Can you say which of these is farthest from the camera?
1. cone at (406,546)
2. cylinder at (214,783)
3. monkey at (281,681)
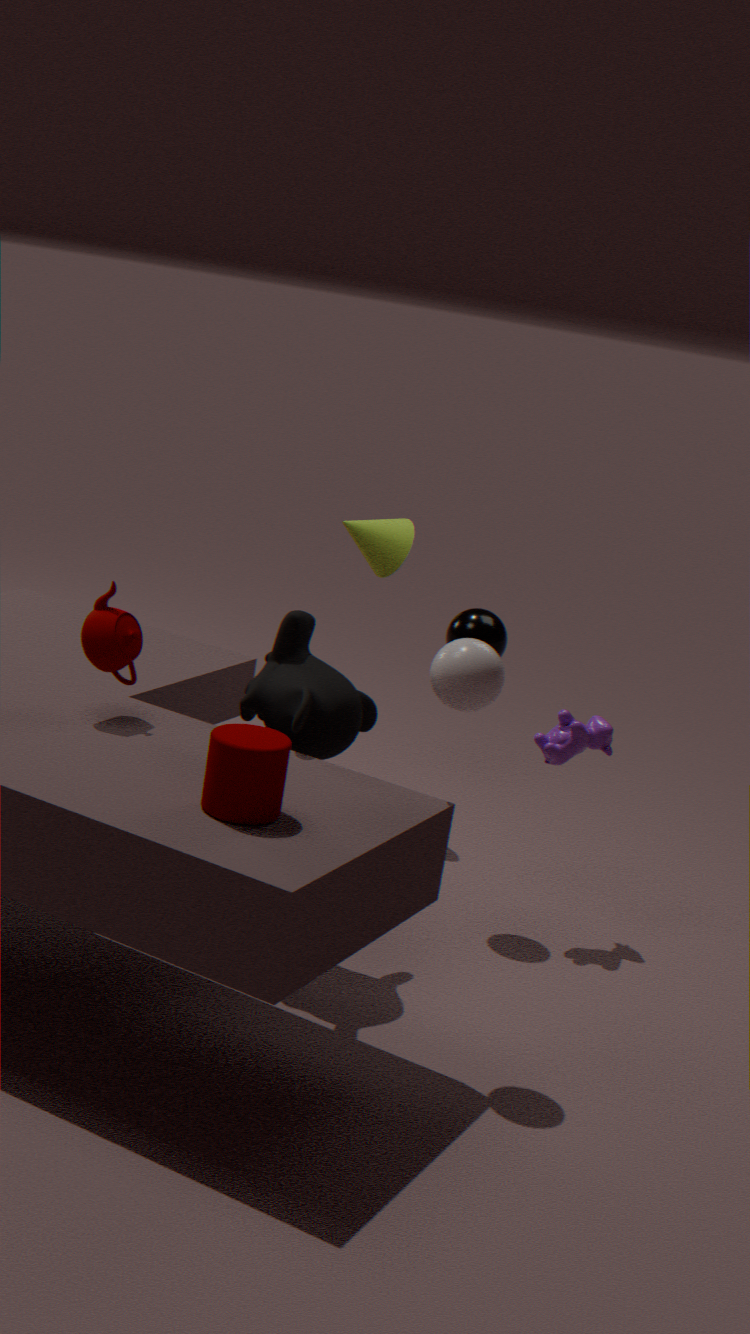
cone at (406,546)
